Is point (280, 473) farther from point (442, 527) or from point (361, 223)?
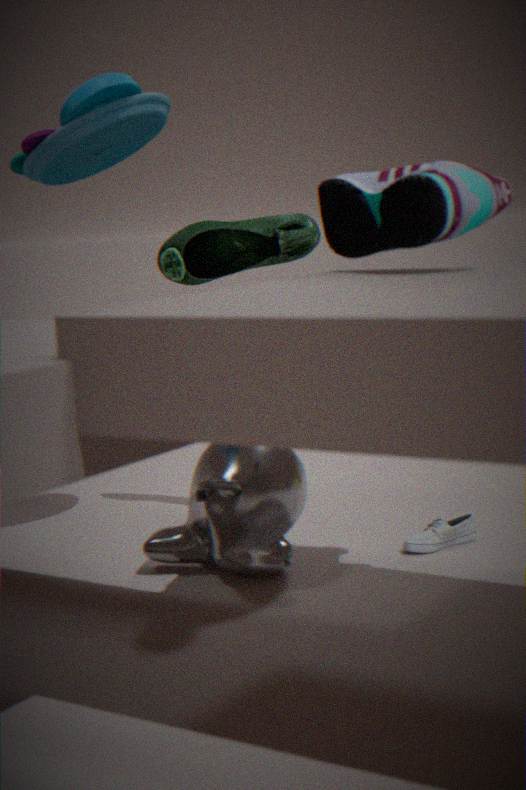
point (361, 223)
